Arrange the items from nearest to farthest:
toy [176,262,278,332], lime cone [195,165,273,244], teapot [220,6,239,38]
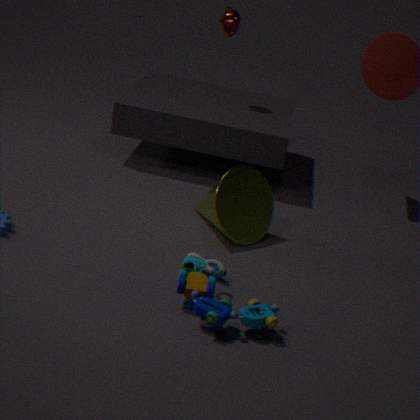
toy [176,262,278,332] < lime cone [195,165,273,244] < teapot [220,6,239,38]
